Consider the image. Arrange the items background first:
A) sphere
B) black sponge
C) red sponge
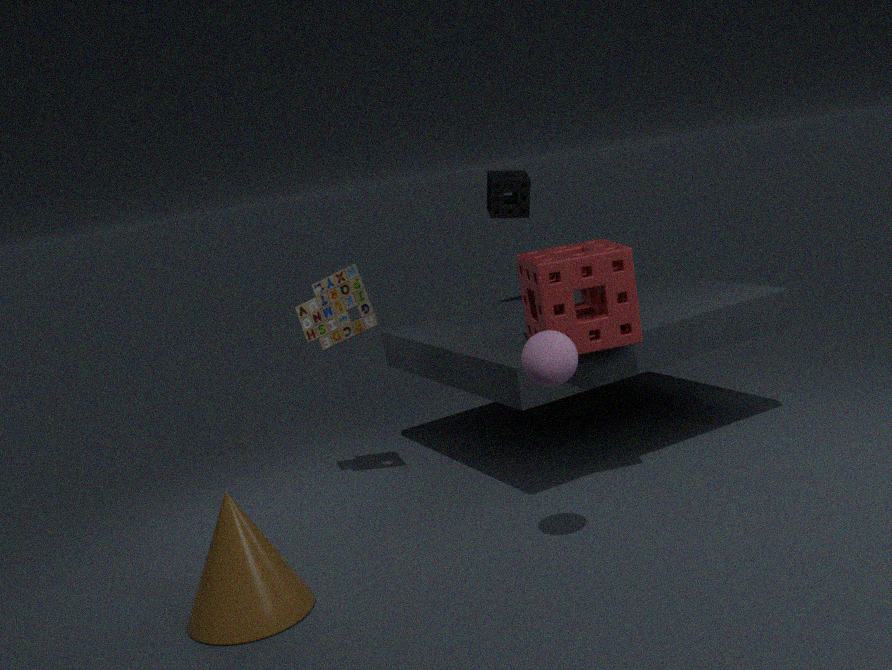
black sponge → red sponge → sphere
